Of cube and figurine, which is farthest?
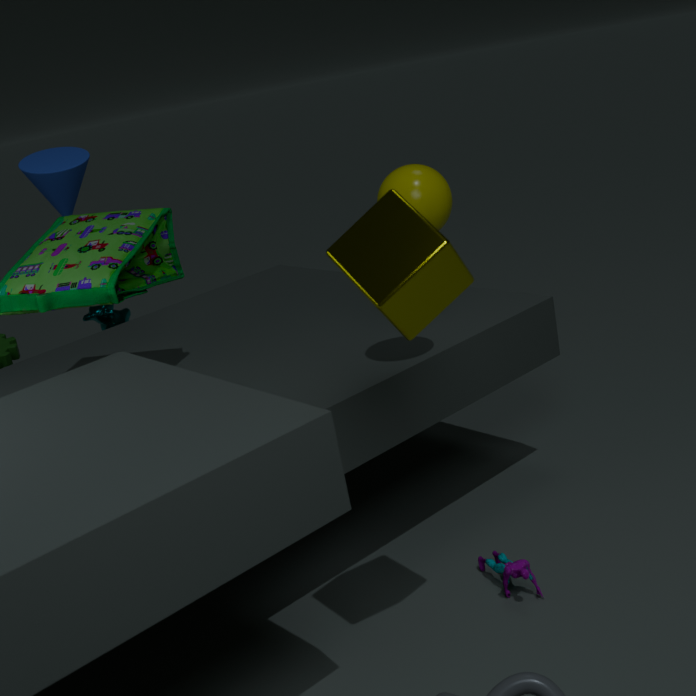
figurine
